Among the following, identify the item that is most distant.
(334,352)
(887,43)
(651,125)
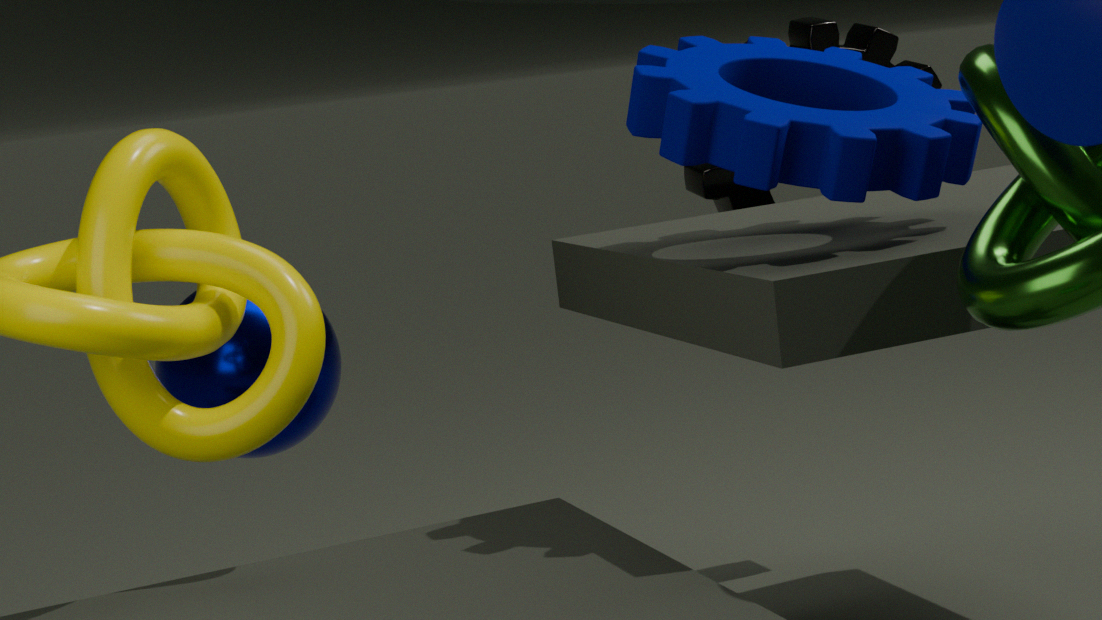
(887,43)
